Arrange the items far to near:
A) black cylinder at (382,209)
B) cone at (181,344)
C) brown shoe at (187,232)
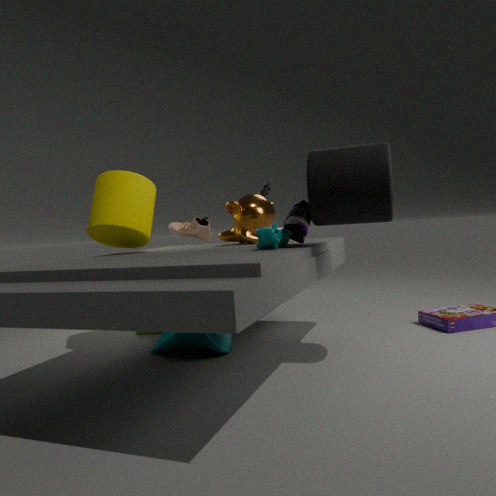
brown shoe at (187,232), cone at (181,344), black cylinder at (382,209)
